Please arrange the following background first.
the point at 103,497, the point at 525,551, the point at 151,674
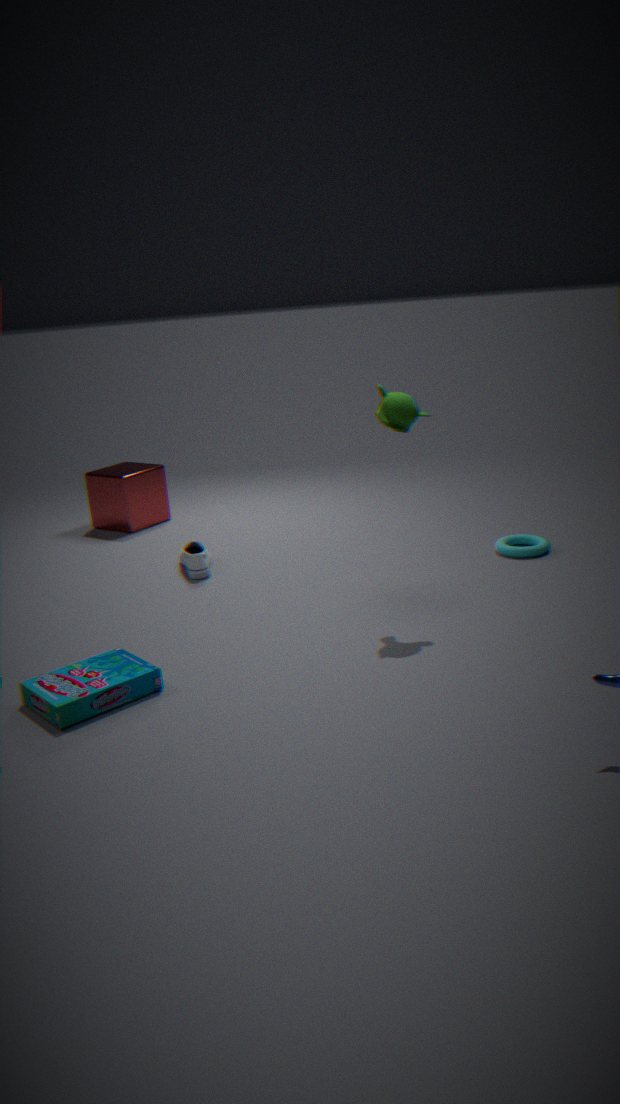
the point at 103,497, the point at 525,551, the point at 151,674
